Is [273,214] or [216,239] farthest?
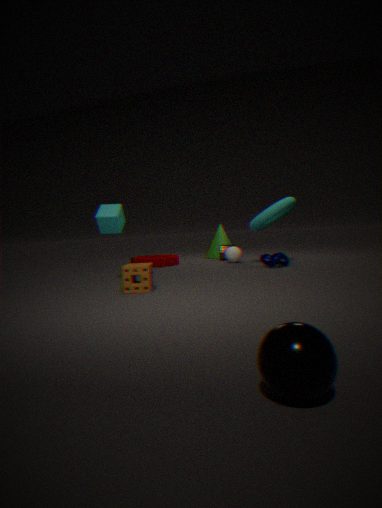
[216,239]
